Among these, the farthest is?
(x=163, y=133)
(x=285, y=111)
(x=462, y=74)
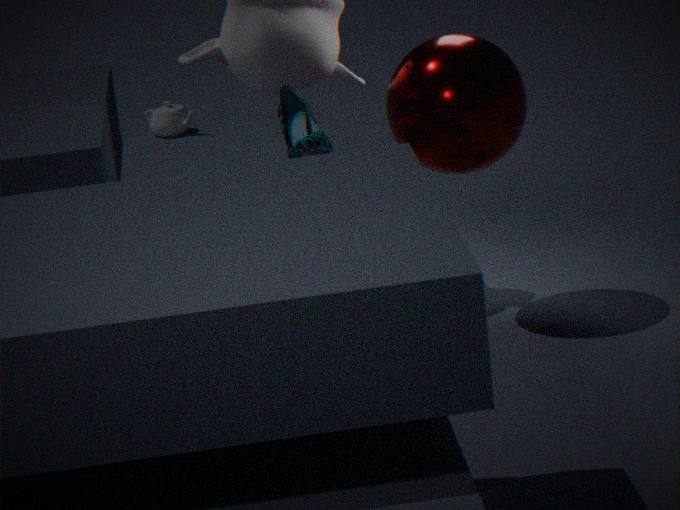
(x=163, y=133)
